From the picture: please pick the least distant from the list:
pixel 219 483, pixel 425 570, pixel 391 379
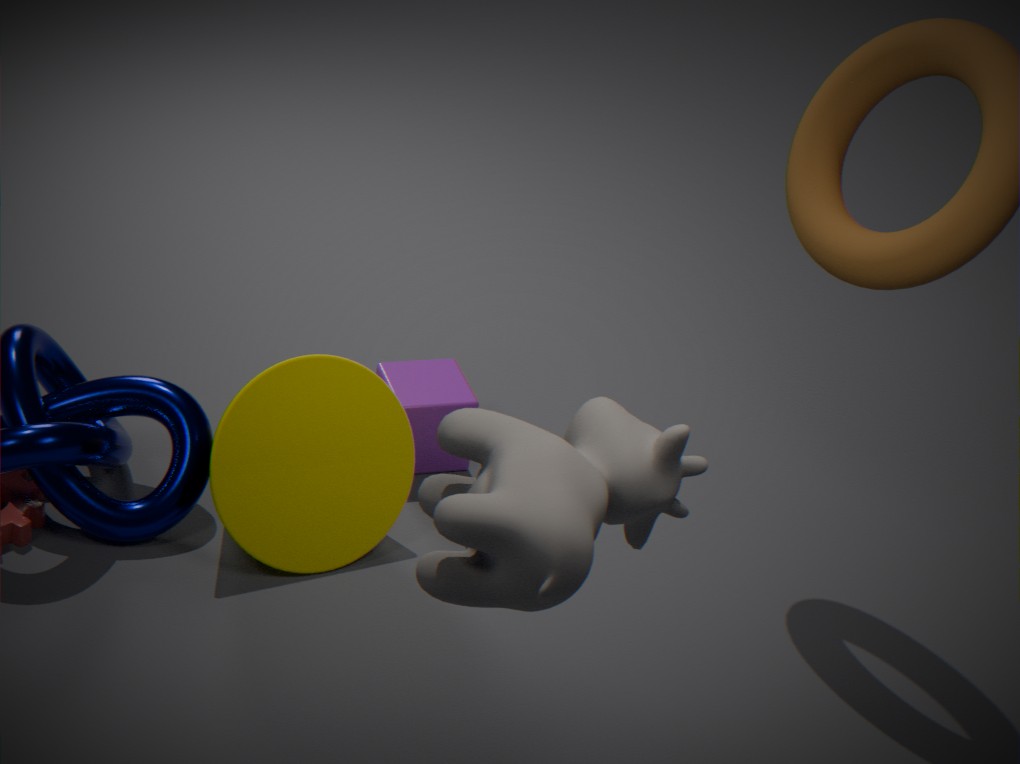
pixel 425 570
